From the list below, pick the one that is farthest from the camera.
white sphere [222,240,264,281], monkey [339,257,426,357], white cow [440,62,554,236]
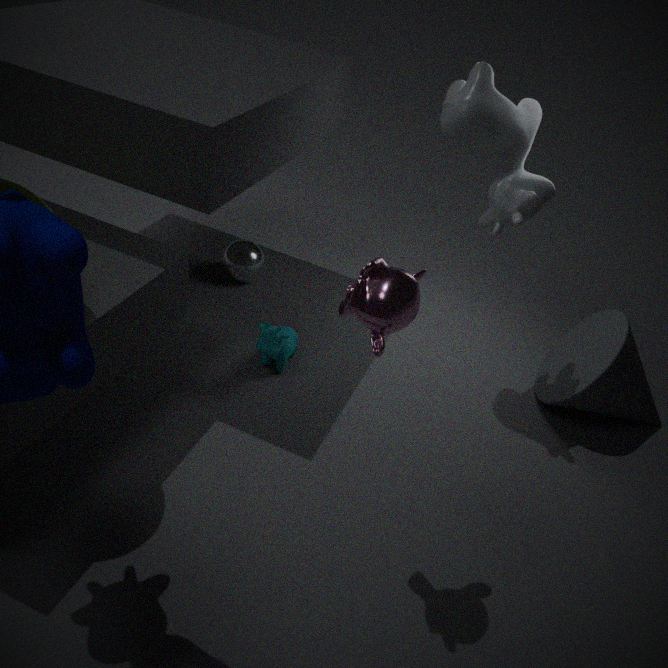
white sphere [222,240,264,281]
